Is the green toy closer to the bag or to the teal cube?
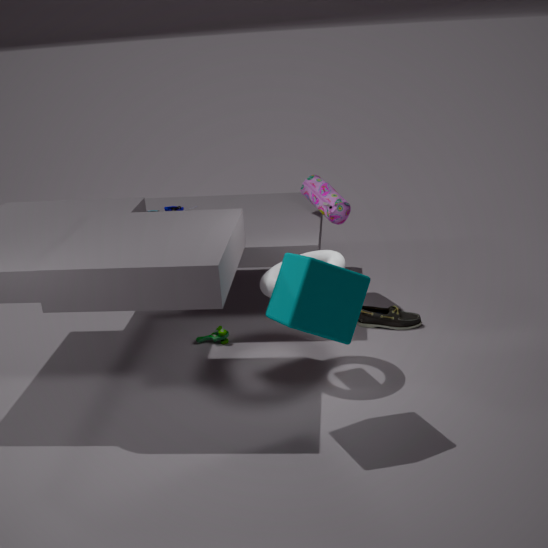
the bag
